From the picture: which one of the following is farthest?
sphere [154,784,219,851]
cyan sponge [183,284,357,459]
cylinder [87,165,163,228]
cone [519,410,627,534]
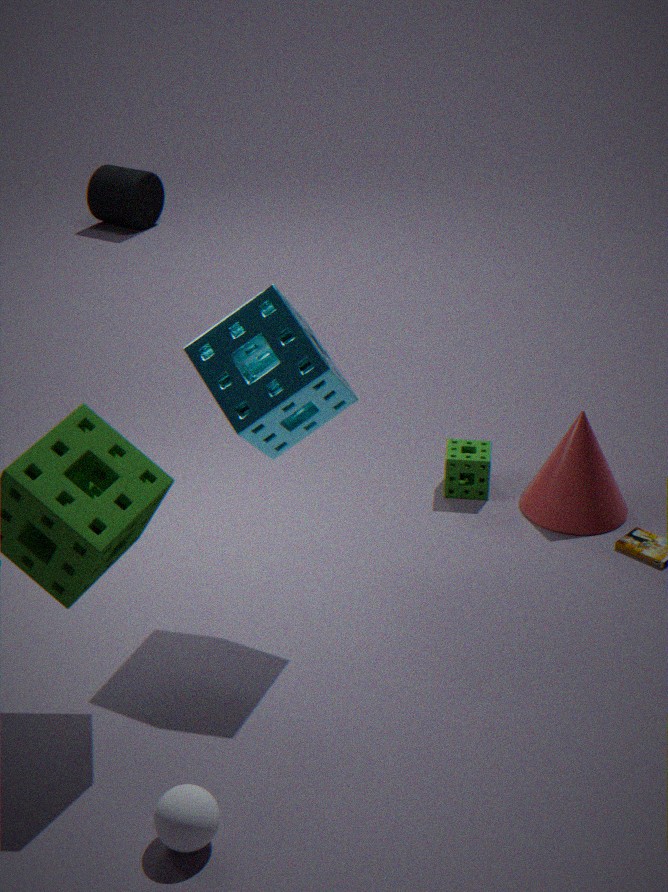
cylinder [87,165,163,228]
